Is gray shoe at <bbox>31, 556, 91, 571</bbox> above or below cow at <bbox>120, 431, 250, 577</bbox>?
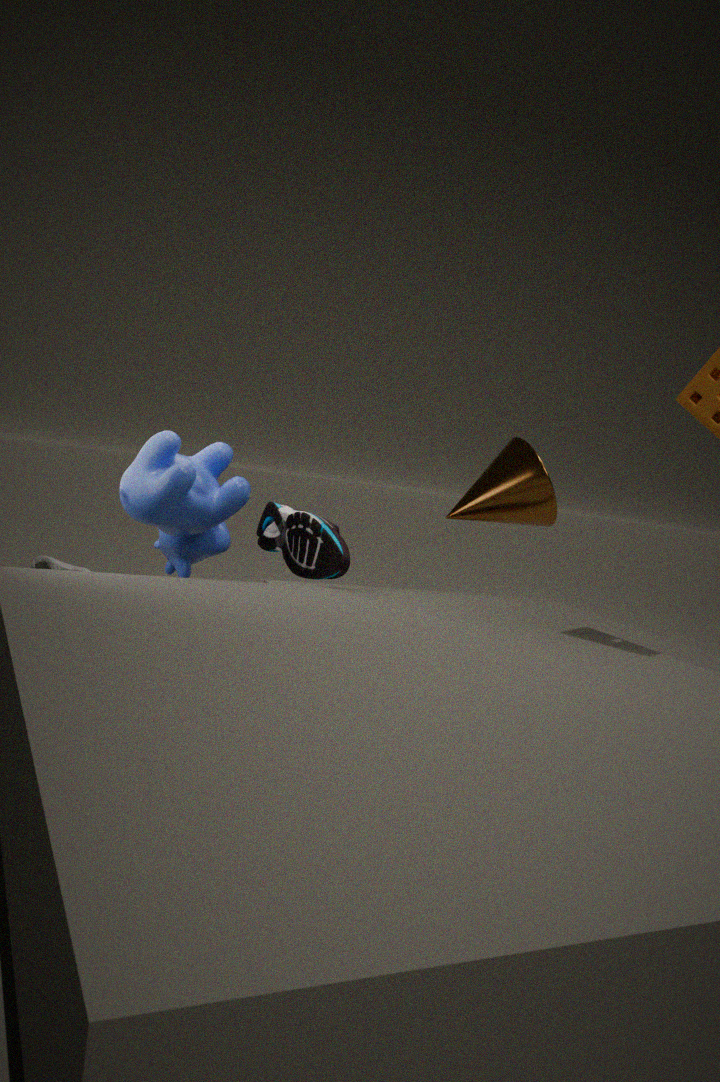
below
